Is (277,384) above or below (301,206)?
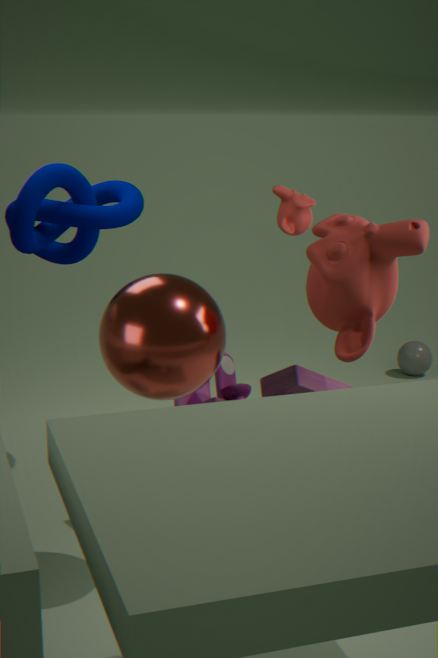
below
